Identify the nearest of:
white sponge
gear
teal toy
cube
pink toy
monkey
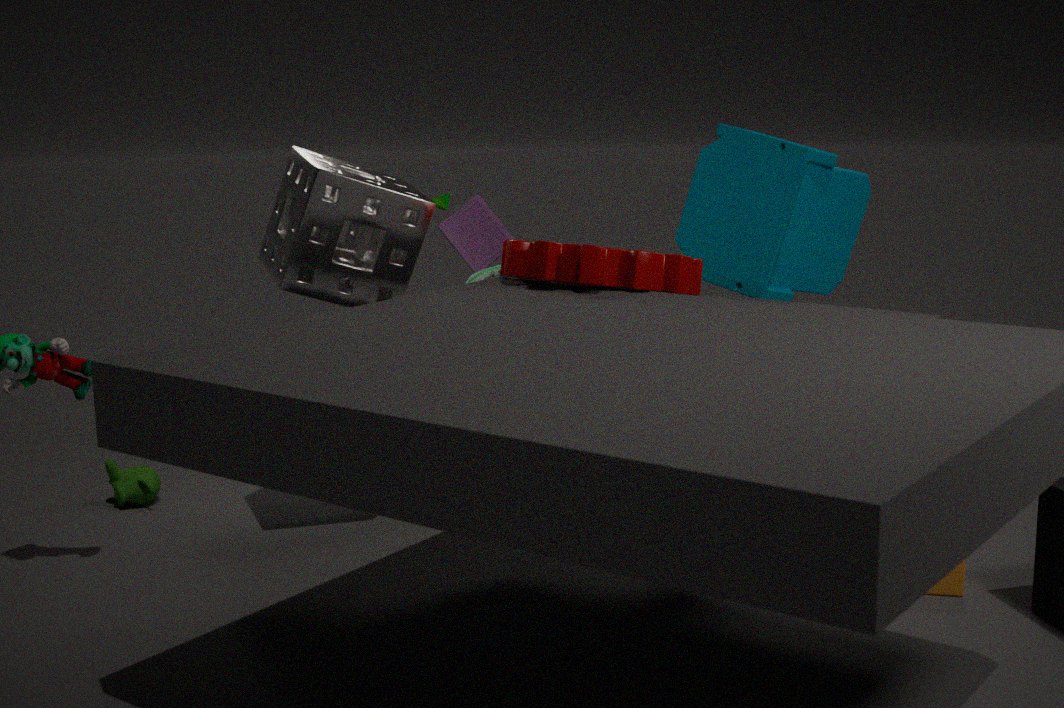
gear
